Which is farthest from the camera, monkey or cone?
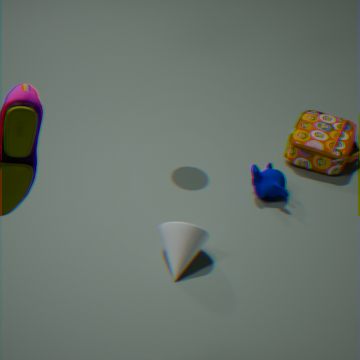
monkey
